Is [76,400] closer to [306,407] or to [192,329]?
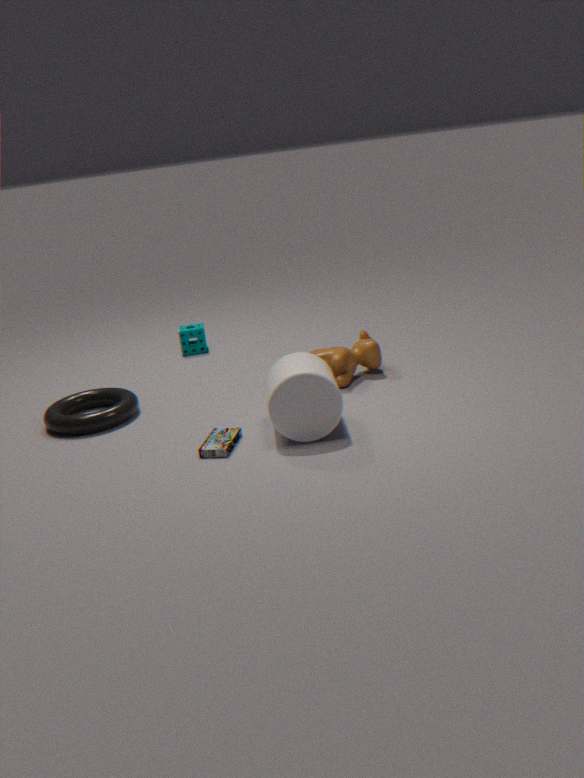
[192,329]
